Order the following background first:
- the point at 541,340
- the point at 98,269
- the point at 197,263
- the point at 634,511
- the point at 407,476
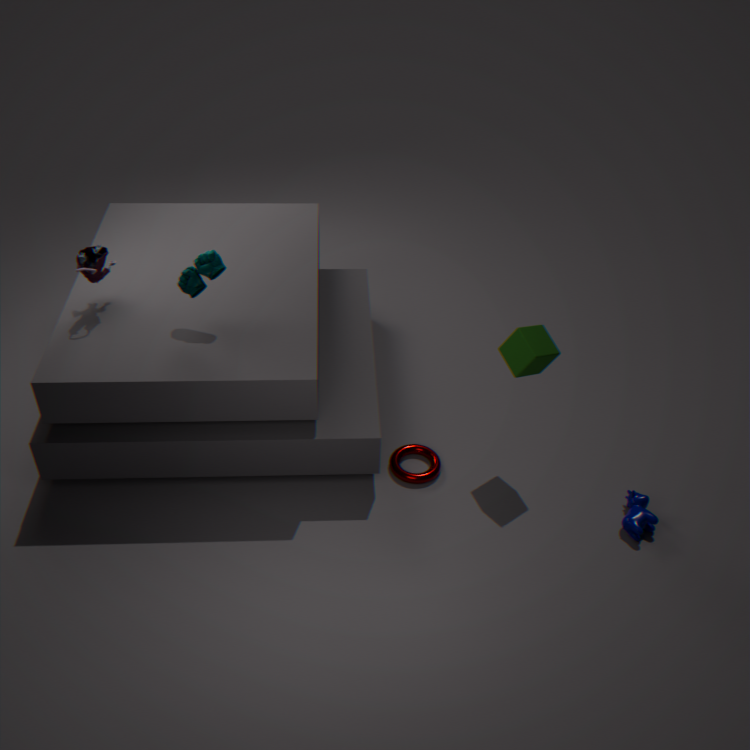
the point at 407,476 < the point at 98,269 < the point at 634,511 < the point at 541,340 < the point at 197,263
